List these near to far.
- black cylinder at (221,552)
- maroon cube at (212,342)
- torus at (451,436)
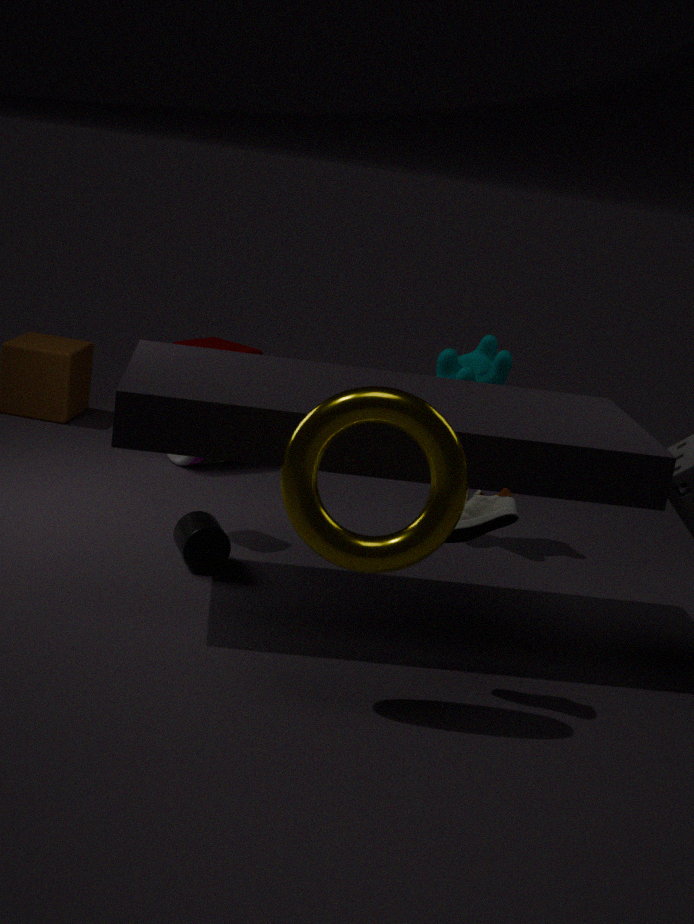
torus at (451,436) < black cylinder at (221,552) < maroon cube at (212,342)
